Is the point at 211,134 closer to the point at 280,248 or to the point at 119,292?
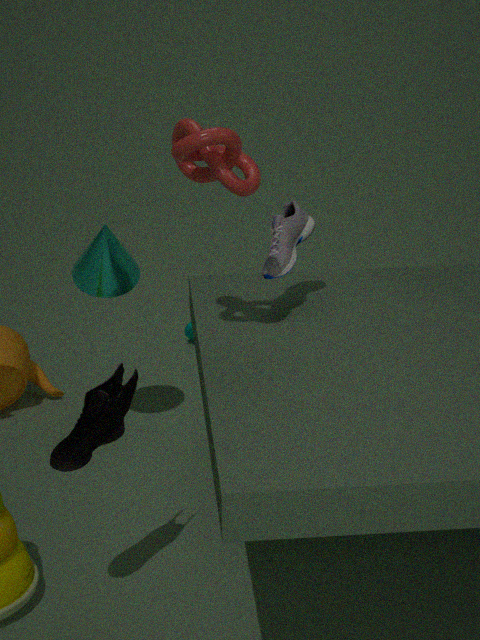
the point at 280,248
